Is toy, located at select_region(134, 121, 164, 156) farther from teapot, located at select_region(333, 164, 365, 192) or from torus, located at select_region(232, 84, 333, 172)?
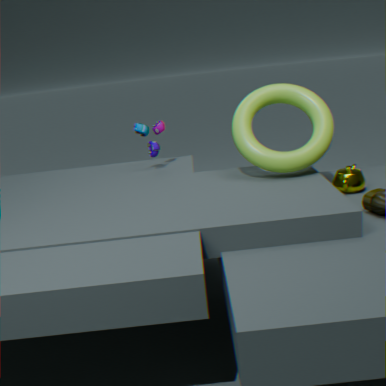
teapot, located at select_region(333, 164, 365, 192)
